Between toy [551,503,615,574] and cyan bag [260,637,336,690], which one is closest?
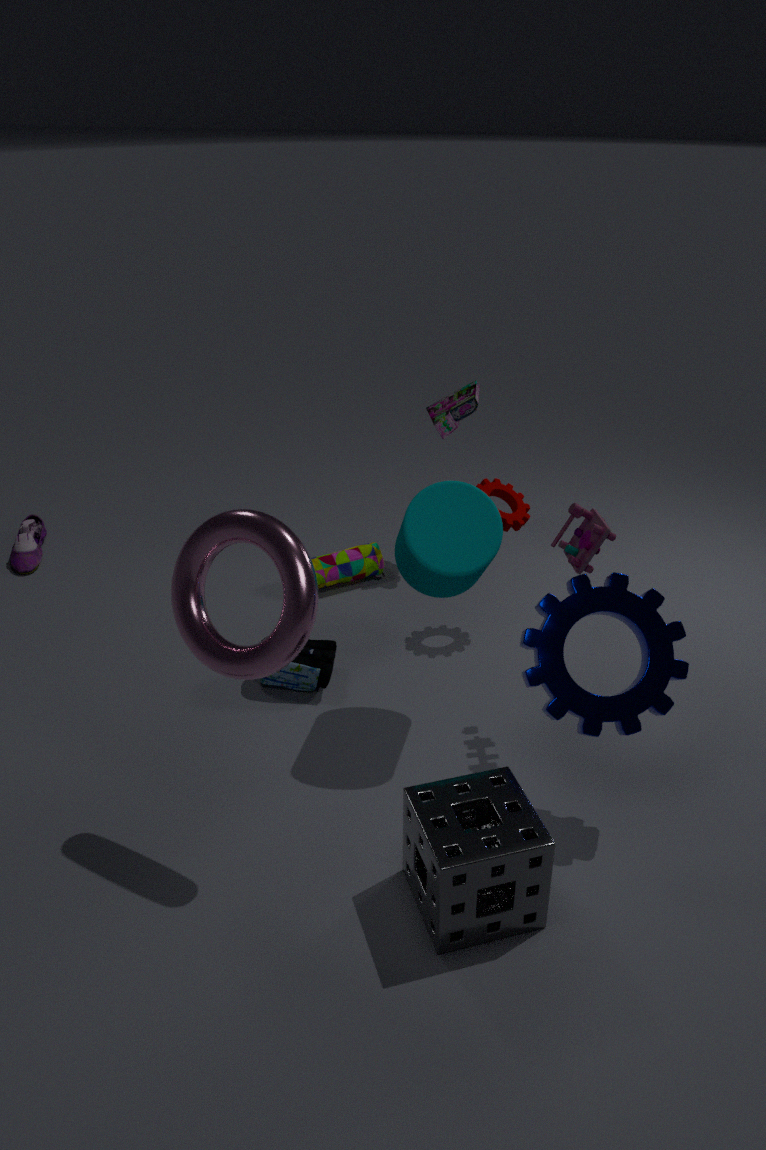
toy [551,503,615,574]
